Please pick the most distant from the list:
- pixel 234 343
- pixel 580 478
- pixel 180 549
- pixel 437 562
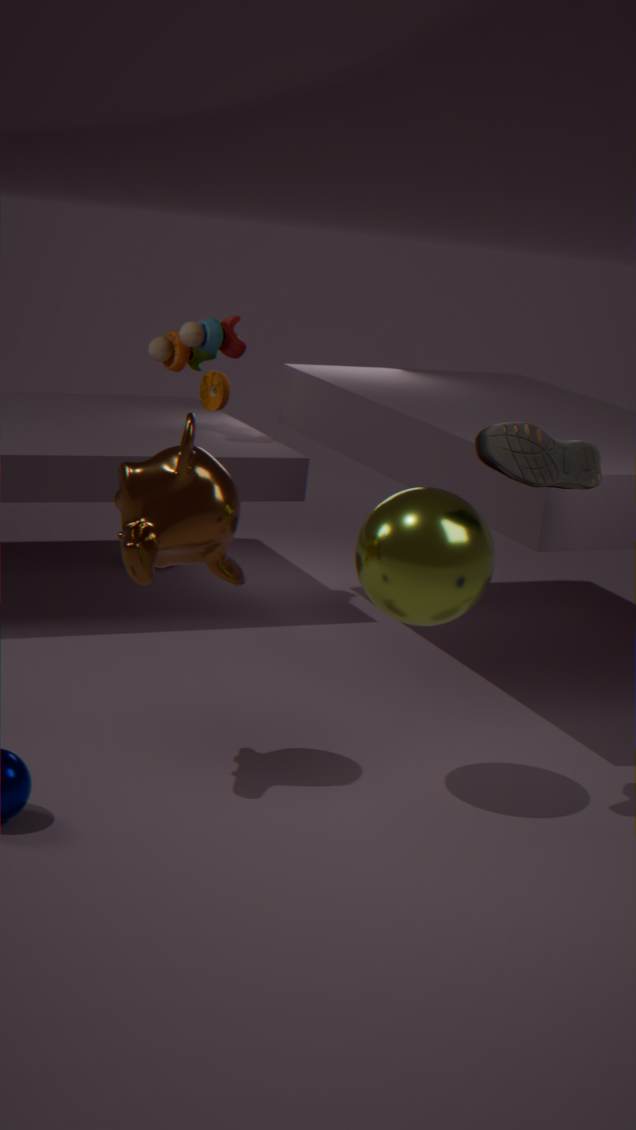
pixel 234 343
